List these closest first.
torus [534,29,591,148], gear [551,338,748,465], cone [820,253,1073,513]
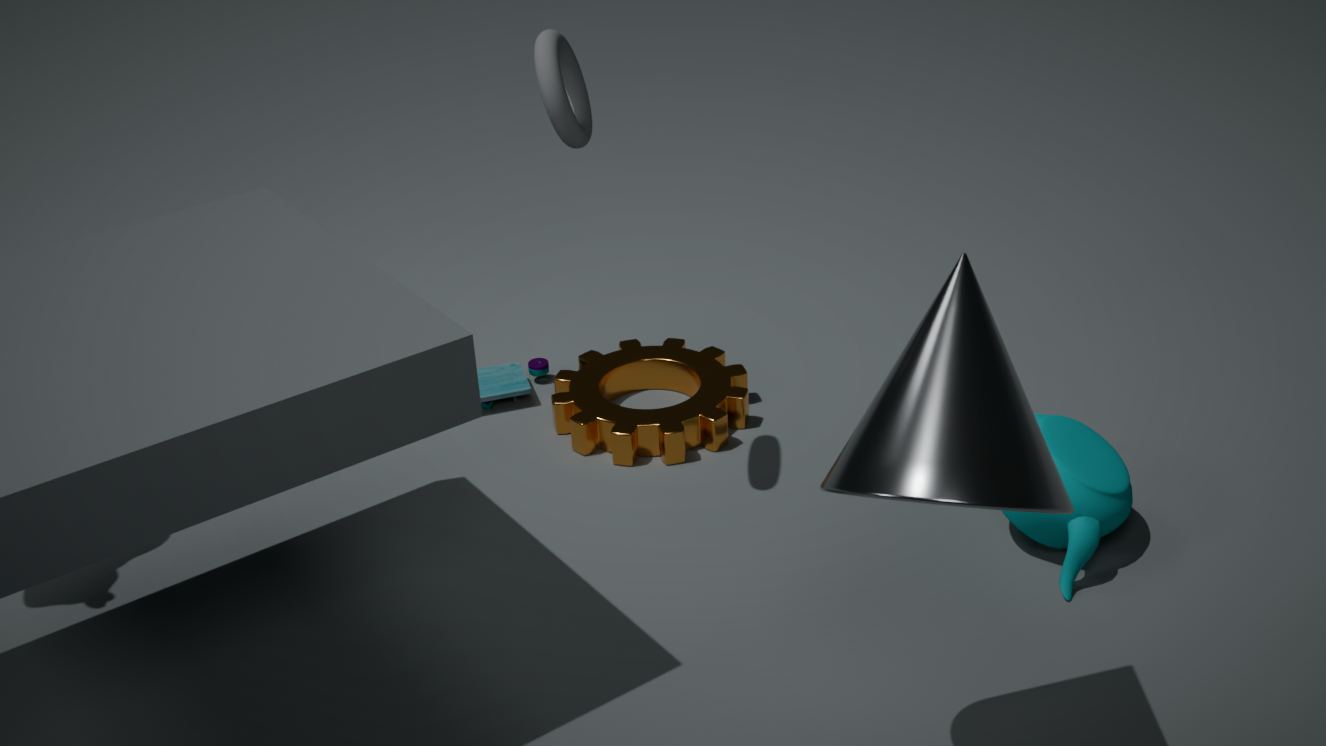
cone [820,253,1073,513] → torus [534,29,591,148] → gear [551,338,748,465]
